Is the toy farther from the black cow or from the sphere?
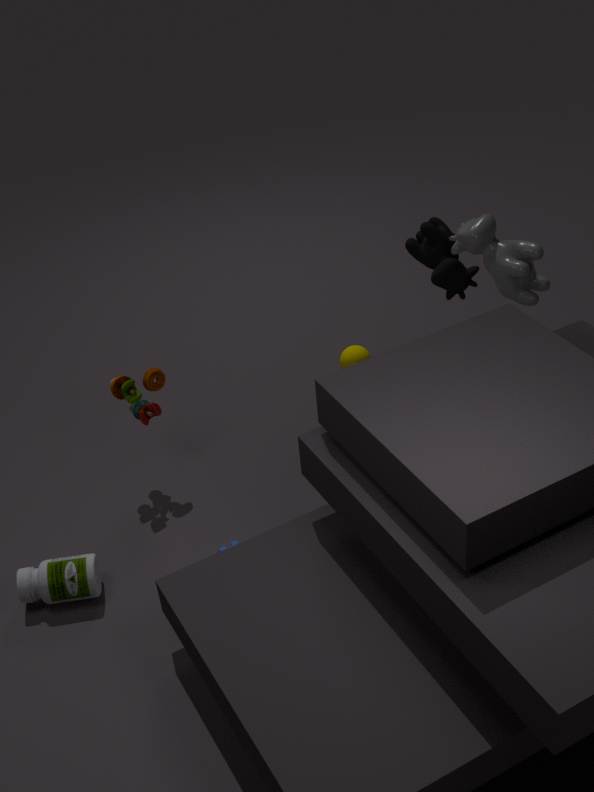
the black cow
